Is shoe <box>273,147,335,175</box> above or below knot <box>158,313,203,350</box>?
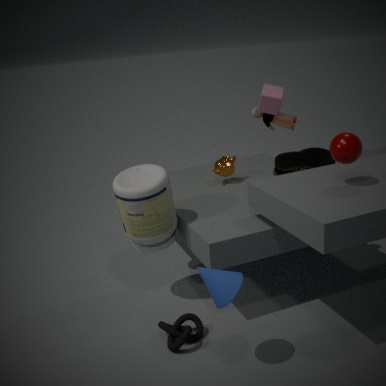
above
